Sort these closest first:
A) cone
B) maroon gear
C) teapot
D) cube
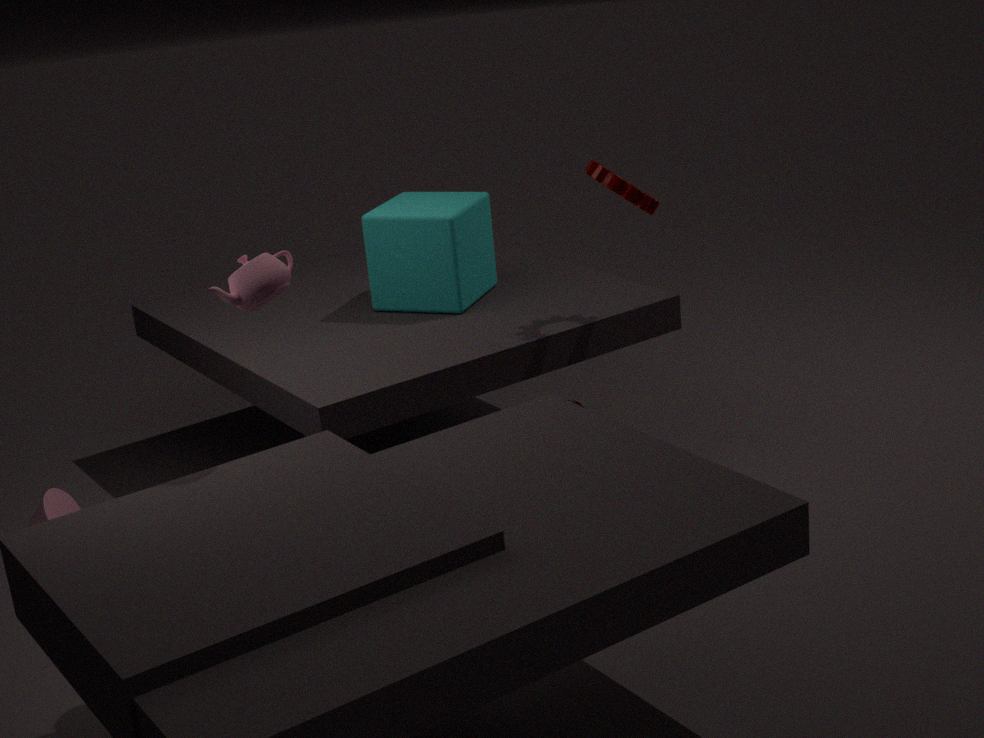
1. teapot
2. maroon gear
3. cone
4. cube
